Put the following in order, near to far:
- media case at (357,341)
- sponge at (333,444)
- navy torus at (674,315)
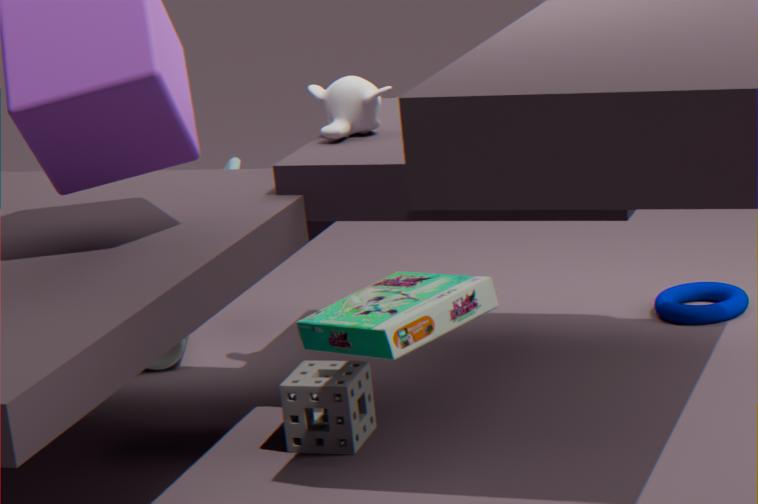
1. media case at (357,341)
2. sponge at (333,444)
3. navy torus at (674,315)
